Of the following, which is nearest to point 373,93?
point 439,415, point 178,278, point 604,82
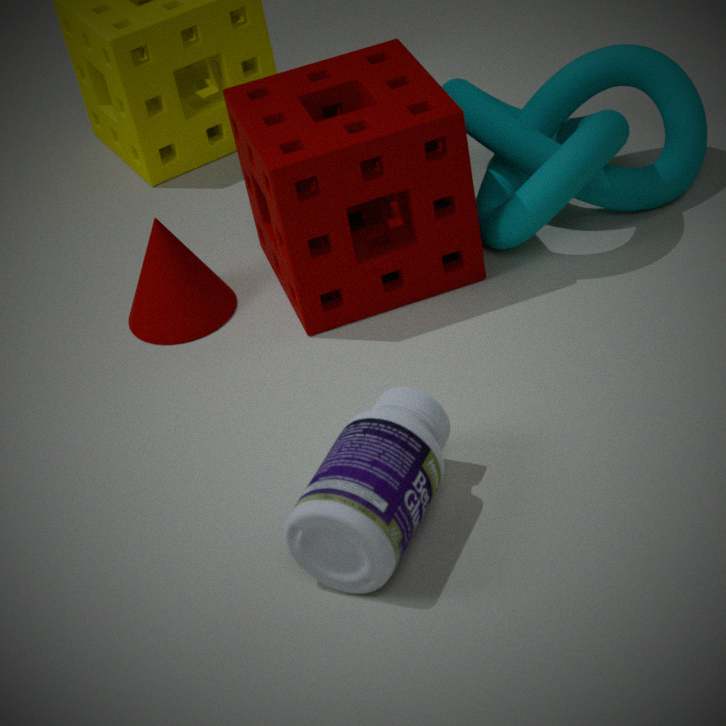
point 178,278
